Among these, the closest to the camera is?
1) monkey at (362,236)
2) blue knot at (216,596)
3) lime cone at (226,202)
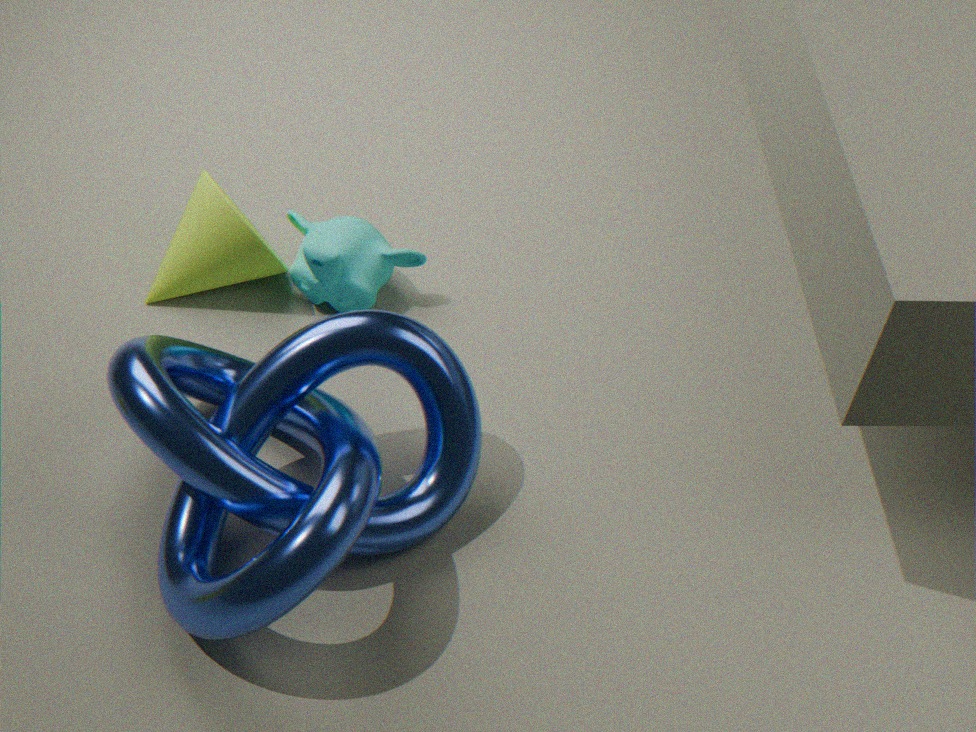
2. blue knot at (216,596)
